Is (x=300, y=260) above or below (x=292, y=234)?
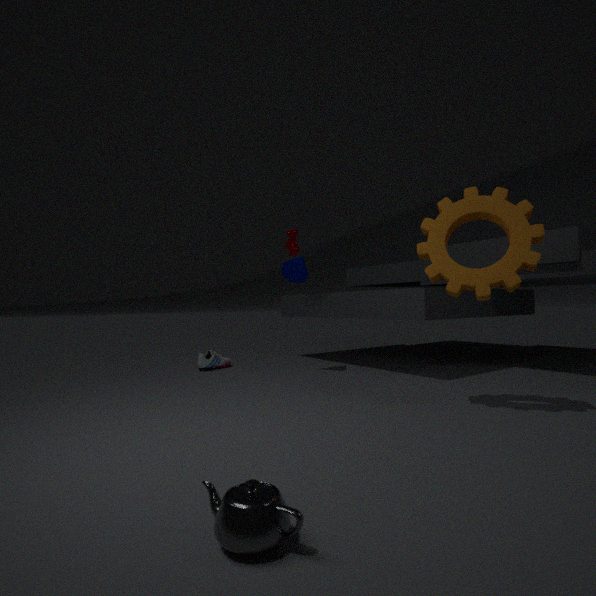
below
